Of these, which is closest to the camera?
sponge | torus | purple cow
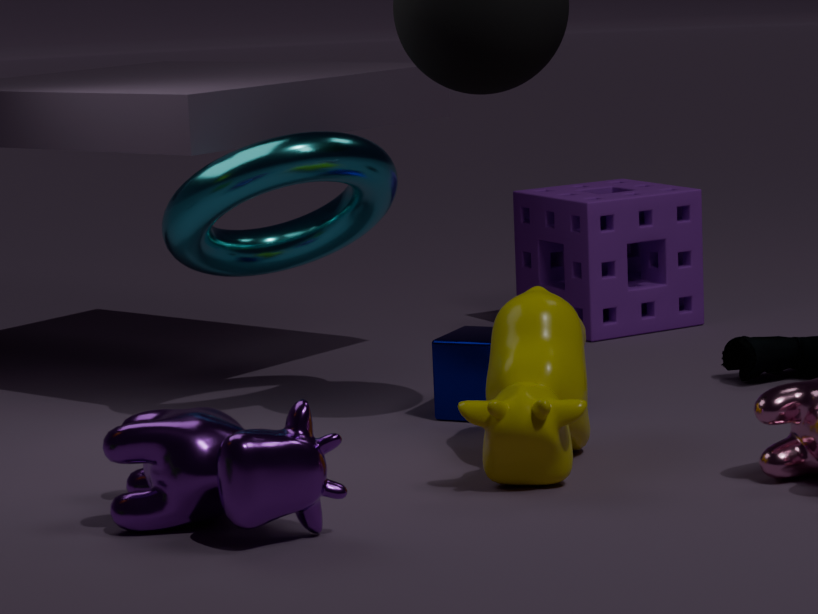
purple cow
